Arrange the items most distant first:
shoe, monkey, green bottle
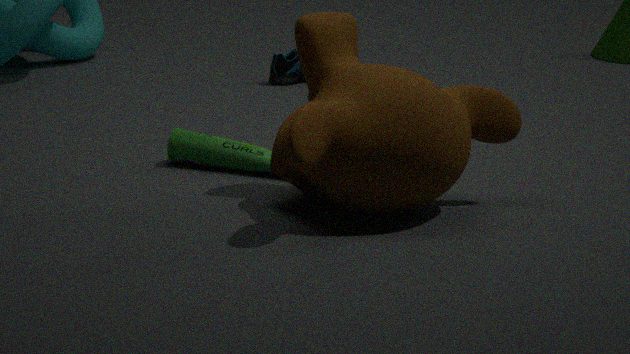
shoe
green bottle
monkey
